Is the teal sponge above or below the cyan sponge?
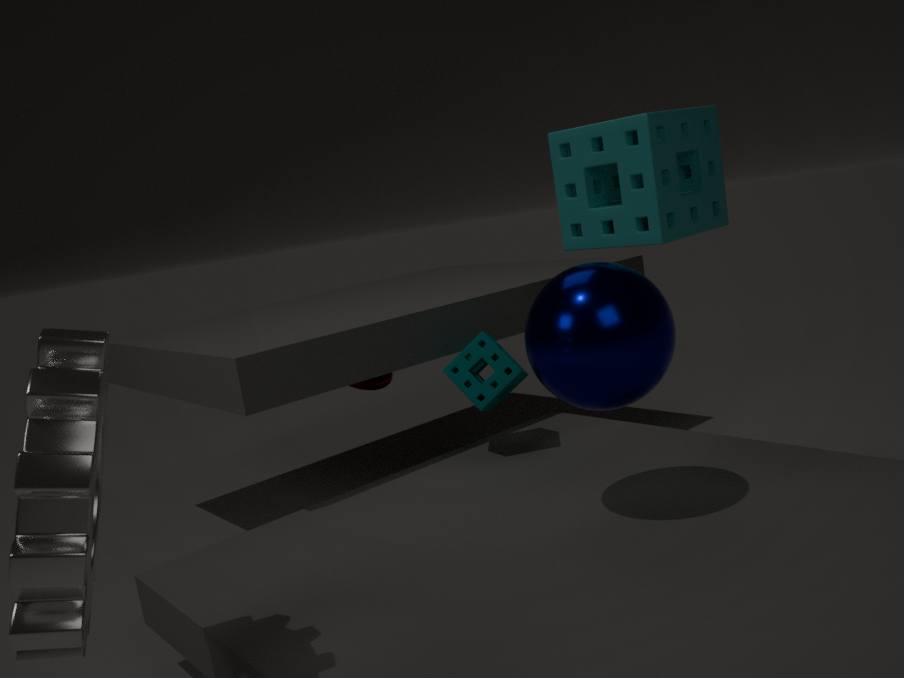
below
